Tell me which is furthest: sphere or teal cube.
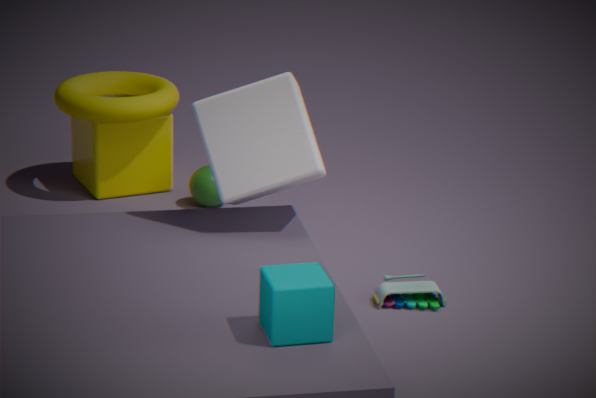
sphere
